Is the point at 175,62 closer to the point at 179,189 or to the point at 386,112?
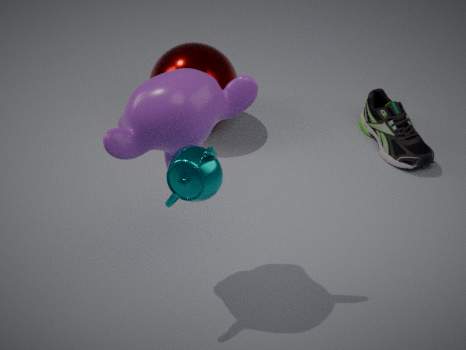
the point at 386,112
